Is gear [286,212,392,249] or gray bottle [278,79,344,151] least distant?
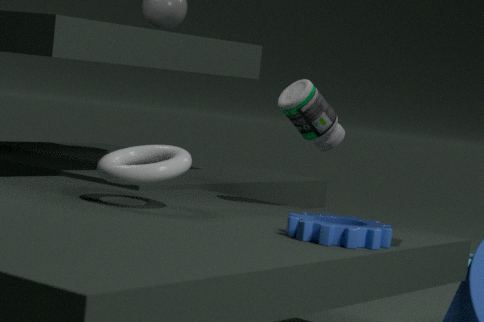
gear [286,212,392,249]
